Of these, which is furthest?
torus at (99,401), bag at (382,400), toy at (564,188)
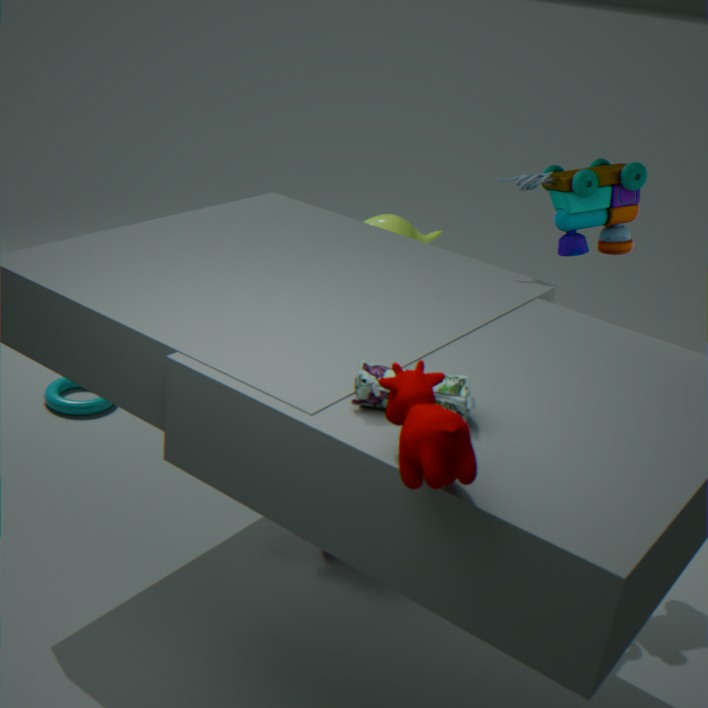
torus at (99,401)
